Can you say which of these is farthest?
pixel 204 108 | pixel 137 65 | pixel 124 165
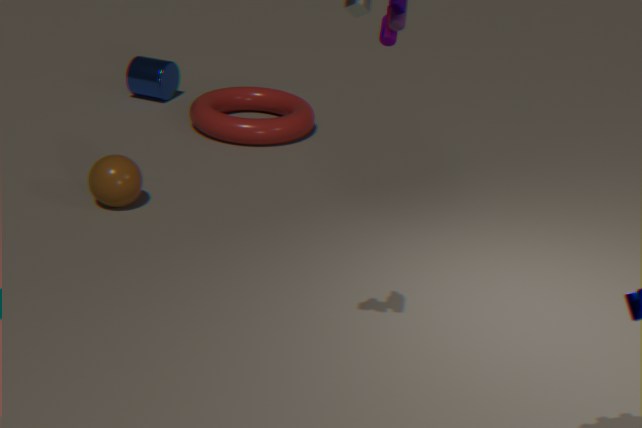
pixel 137 65
